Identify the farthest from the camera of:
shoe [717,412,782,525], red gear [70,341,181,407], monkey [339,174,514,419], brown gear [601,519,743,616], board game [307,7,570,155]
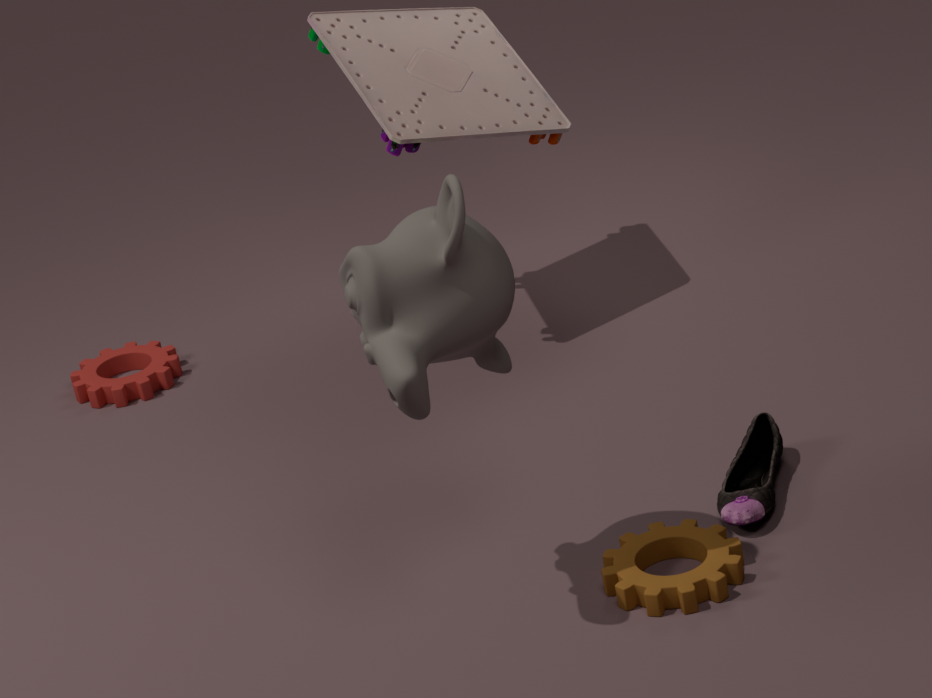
red gear [70,341,181,407]
